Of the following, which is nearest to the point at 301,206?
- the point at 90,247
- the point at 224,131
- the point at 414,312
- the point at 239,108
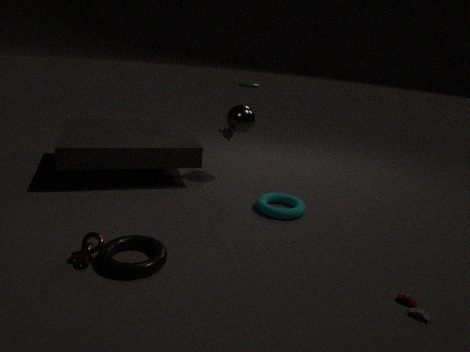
the point at 239,108
